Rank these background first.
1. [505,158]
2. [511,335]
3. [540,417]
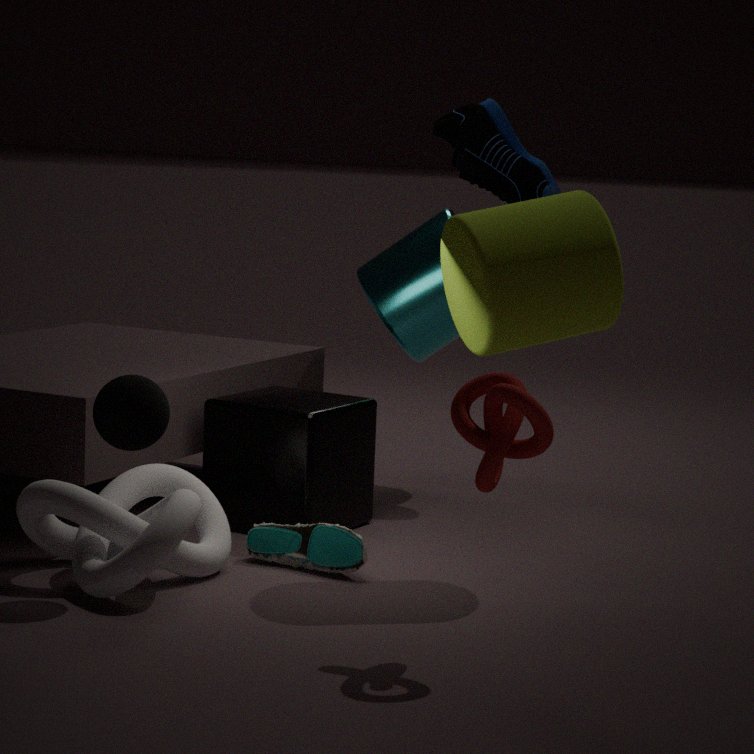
[505,158] < [511,335] < [540,417]
